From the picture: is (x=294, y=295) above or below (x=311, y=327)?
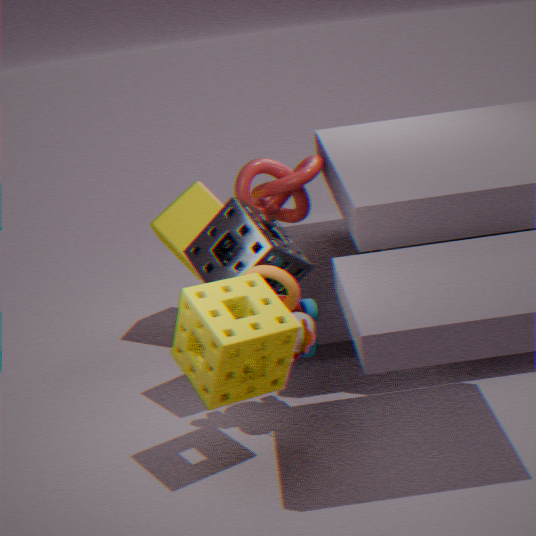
above
